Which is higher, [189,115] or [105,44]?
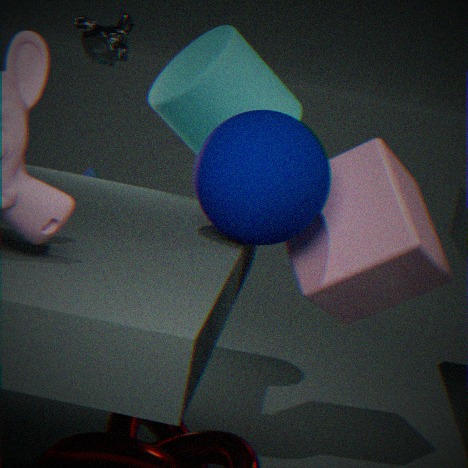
[105,44]
